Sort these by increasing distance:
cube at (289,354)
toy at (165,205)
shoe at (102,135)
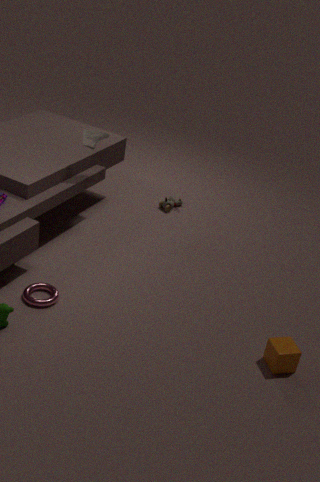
cube at (289,354) < shoe at (102,135) < toy at (165,205)
